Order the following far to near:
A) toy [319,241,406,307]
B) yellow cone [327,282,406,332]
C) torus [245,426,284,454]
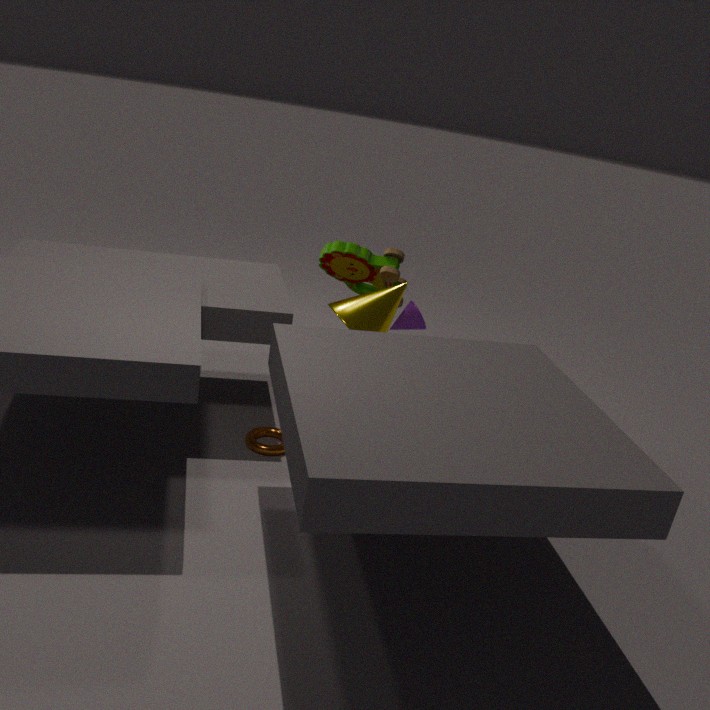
A. toy [319,241,406,307]
B. yellow cone [327,282,406,332]
C. torus [245,426,284,454]
